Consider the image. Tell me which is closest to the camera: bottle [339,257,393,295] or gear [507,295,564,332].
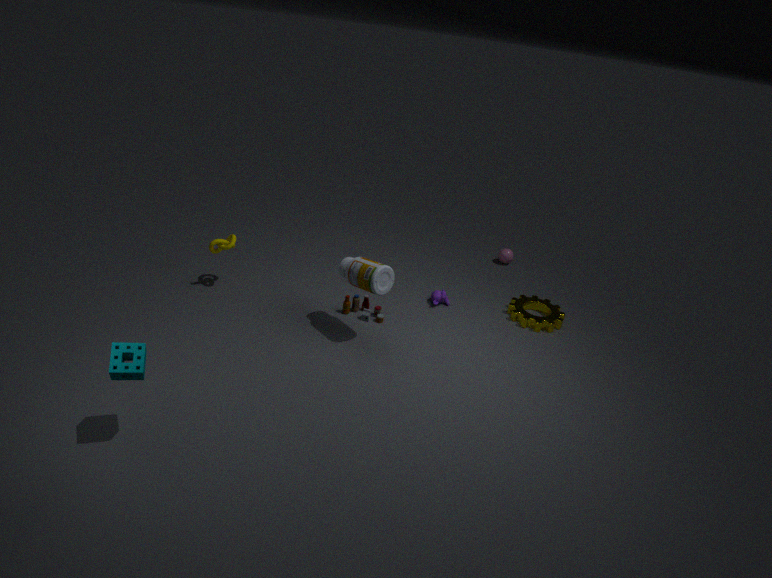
bottle [339,257,393,295]
